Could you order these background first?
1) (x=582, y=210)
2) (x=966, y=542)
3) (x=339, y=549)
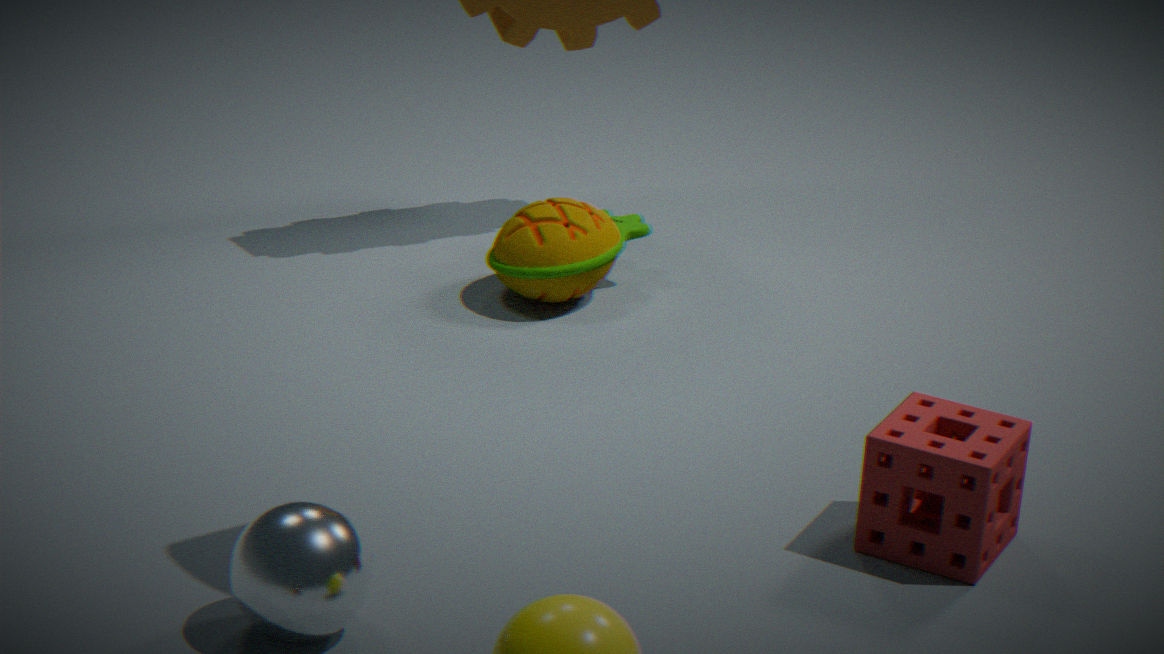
1. (x=582, y=210)
2. (x=966, y=542)
3. (x=339, y=549)
